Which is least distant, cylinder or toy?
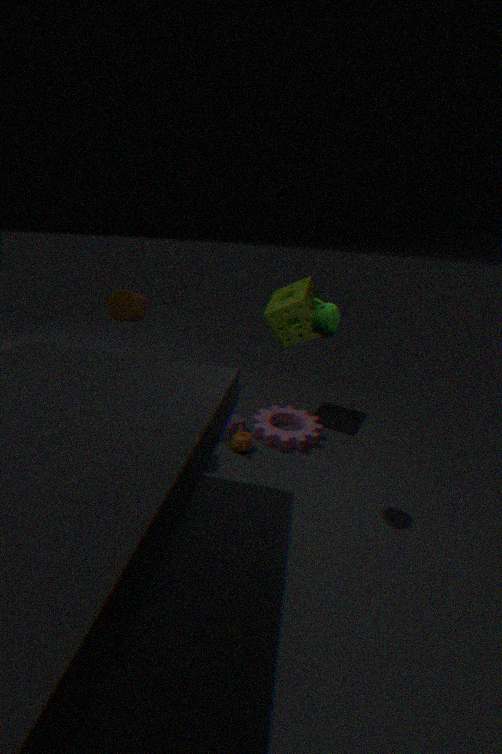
cylinder
